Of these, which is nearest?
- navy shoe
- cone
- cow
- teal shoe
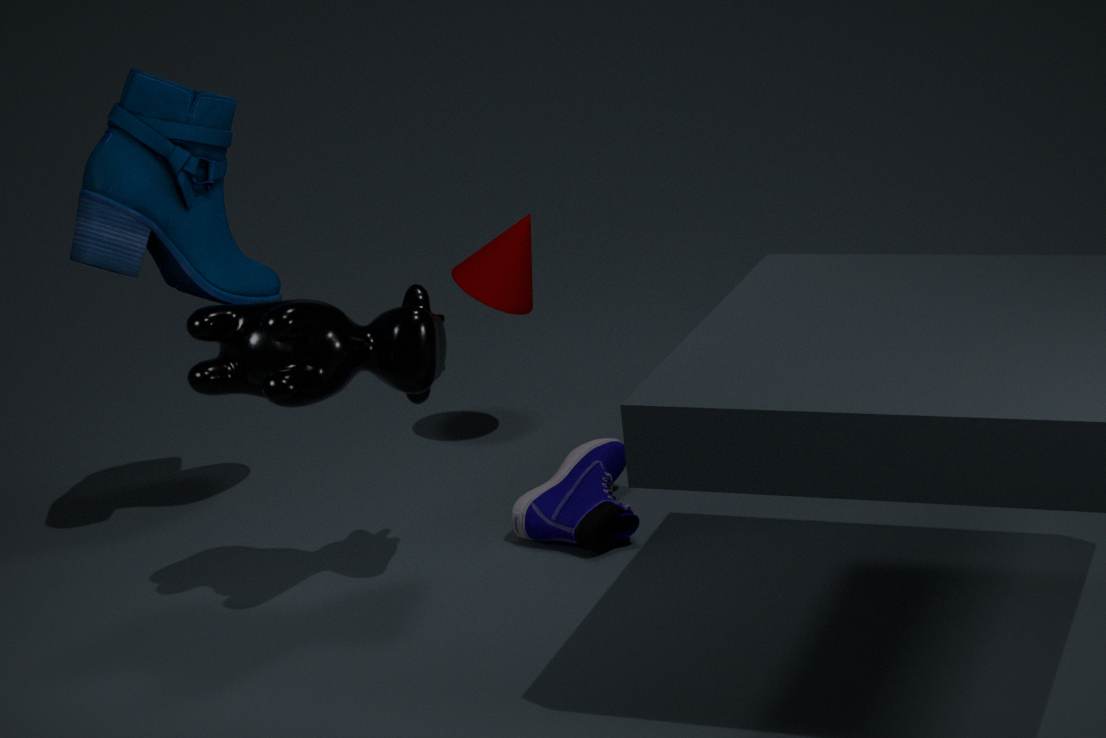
cow
